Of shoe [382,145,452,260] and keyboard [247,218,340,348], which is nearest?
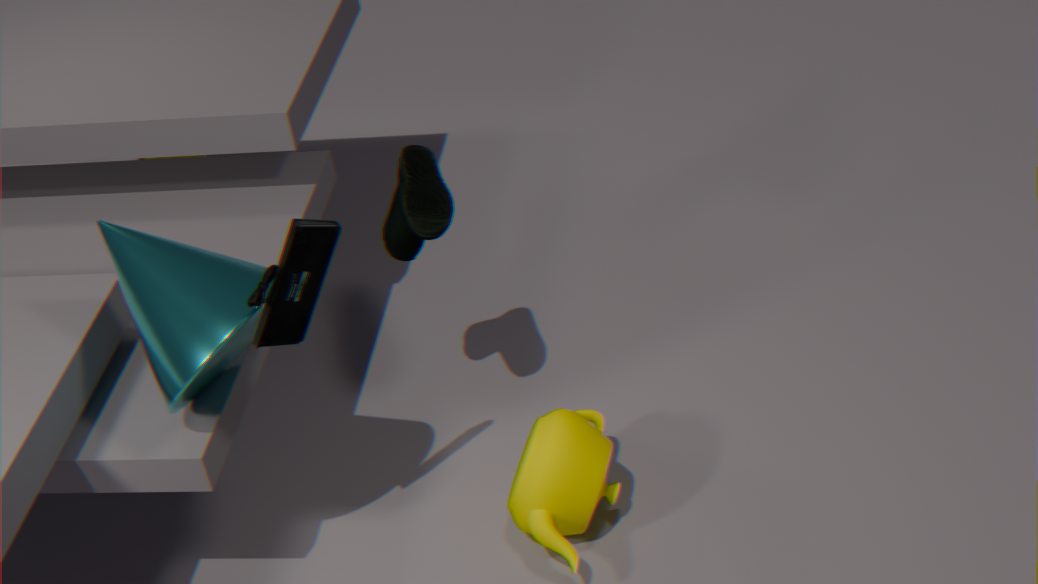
keyboard [247,218,340,348]
